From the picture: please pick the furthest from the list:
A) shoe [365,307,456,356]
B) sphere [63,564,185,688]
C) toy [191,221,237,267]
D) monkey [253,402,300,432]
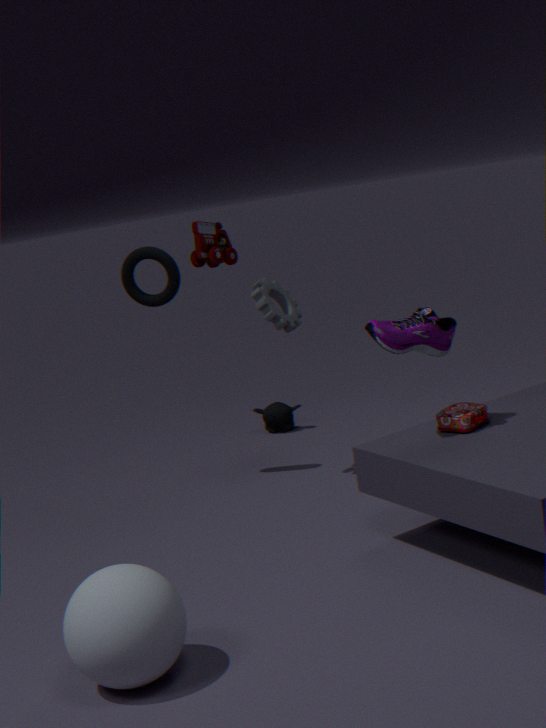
monkey [253,402,300,432]
